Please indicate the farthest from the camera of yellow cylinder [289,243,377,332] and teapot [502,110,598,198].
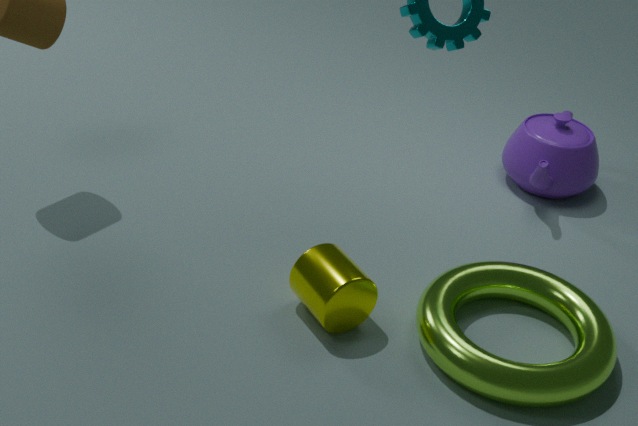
teapot [502,110,598,198]
